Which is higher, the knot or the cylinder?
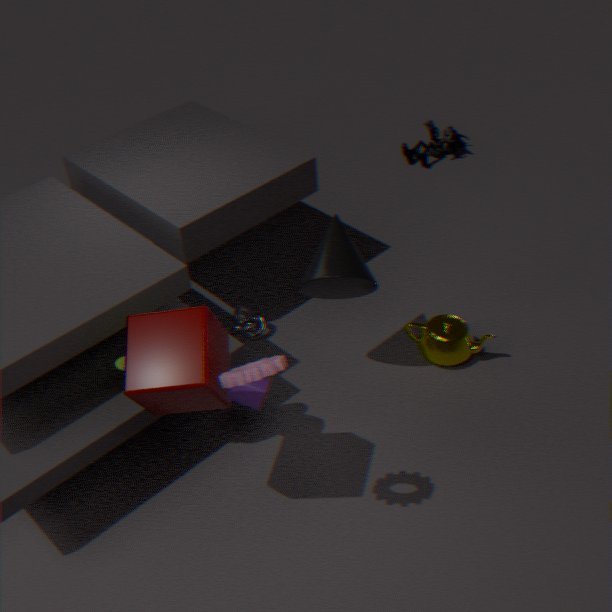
the cylinder
